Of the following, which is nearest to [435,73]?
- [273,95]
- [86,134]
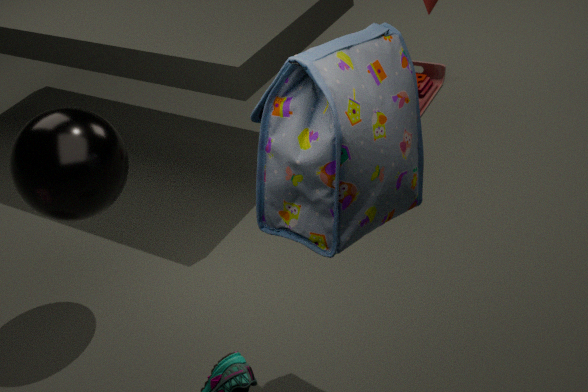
[86,134]
